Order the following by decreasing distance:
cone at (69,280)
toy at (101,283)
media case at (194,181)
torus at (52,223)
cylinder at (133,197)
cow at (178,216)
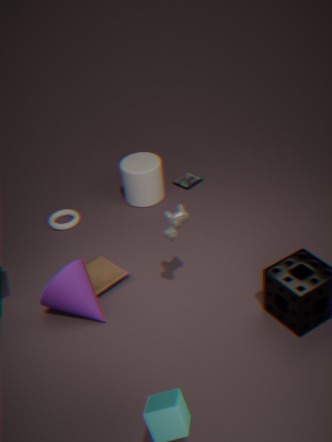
media case at (194,181), cylinder at (133,197), torus at (52,223), toy at (101,283), cone at (69,280), cow at (178,216)
